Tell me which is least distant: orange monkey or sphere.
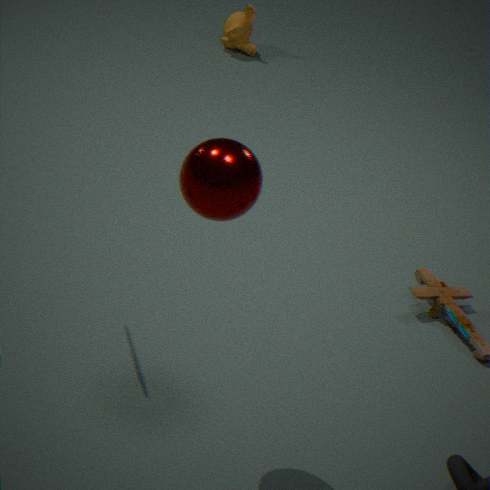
sphere
